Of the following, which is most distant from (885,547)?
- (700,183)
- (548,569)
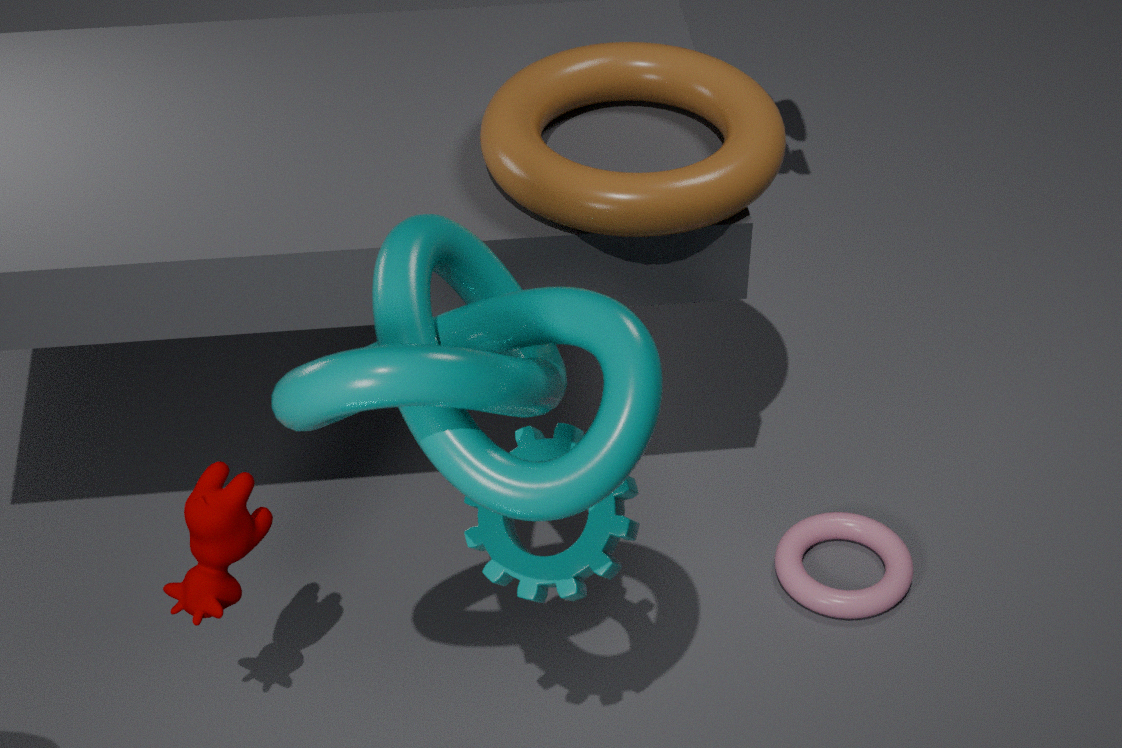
(548,569)
